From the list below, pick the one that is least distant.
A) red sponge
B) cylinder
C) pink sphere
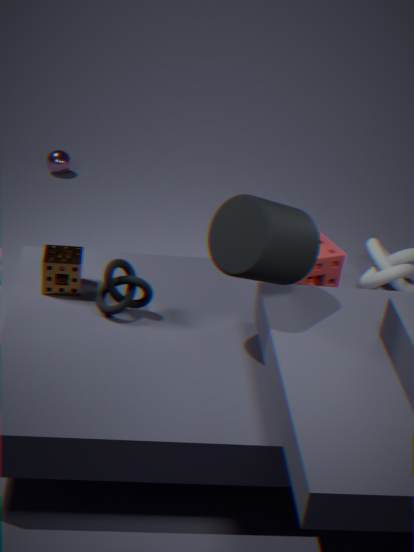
cylinder
